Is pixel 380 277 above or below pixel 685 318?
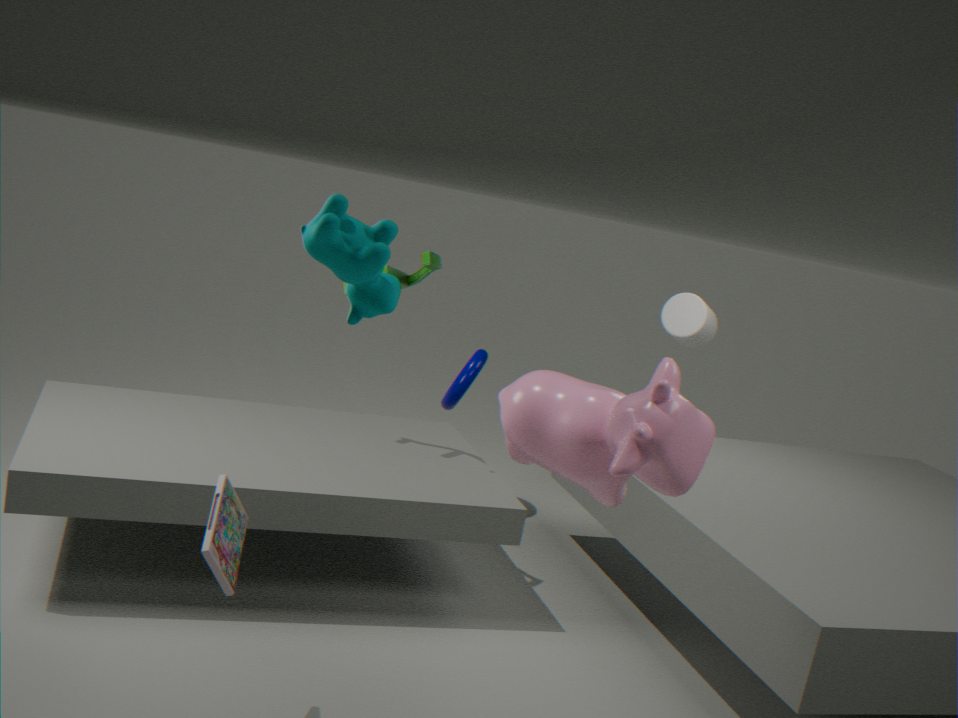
Result: above
